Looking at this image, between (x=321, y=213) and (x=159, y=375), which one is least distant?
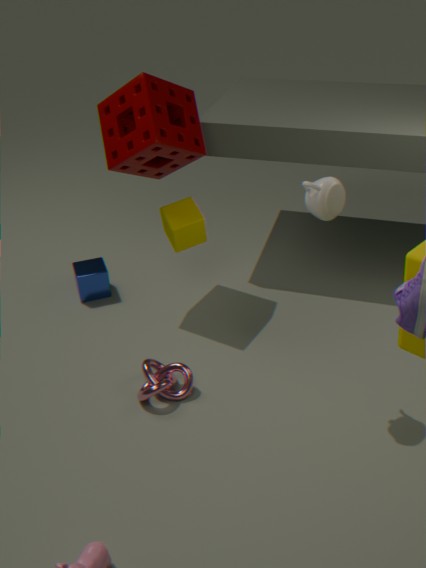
(x=321, y=213)
